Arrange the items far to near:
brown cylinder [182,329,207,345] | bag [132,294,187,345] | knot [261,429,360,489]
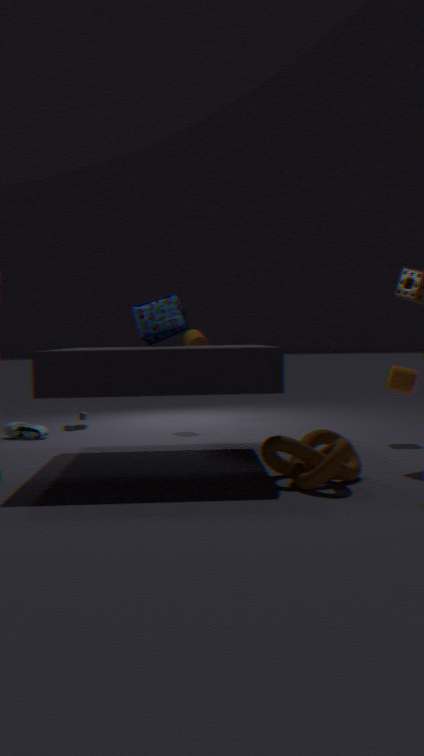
brown cylinder [182,329,207,345] < bag [132,294,187,345] < knot [261,429,360,489]
